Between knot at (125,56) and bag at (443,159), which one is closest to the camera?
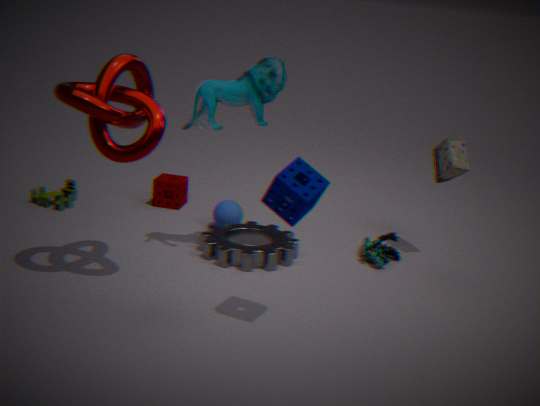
knot at (125,56)
